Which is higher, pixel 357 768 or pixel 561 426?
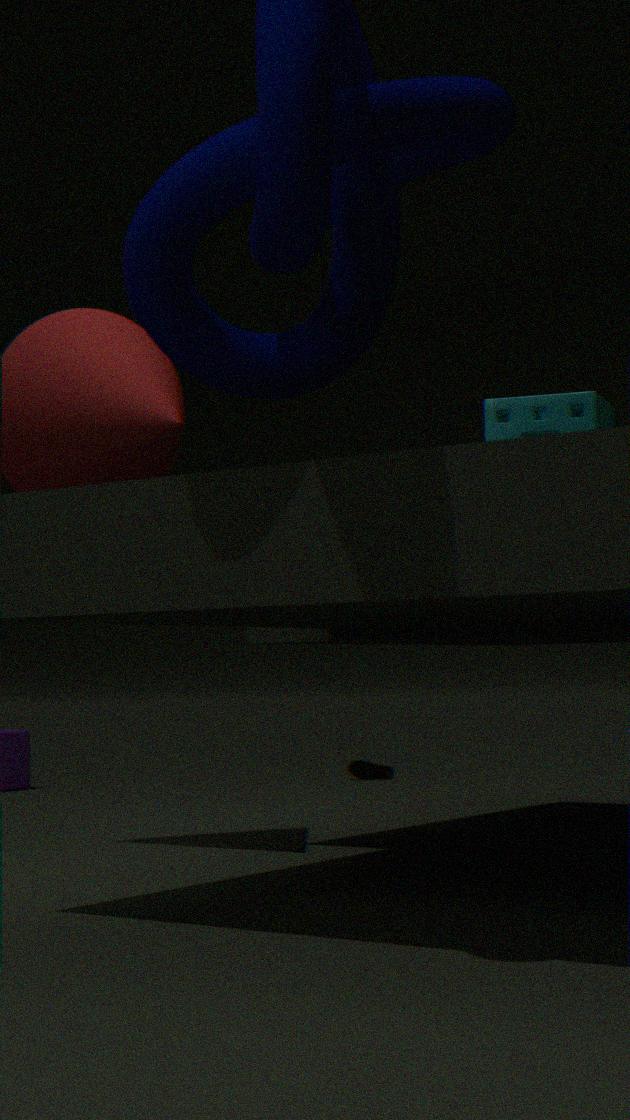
pixel 561 426
